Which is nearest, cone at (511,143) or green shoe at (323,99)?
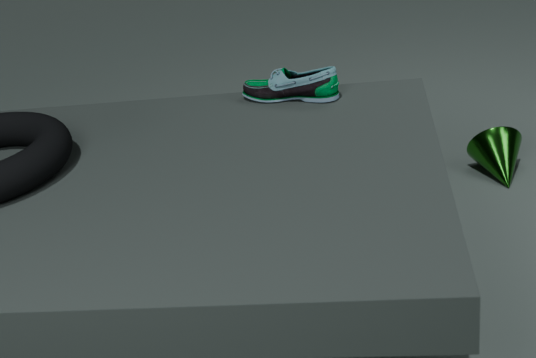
green shoe at (323,99)
